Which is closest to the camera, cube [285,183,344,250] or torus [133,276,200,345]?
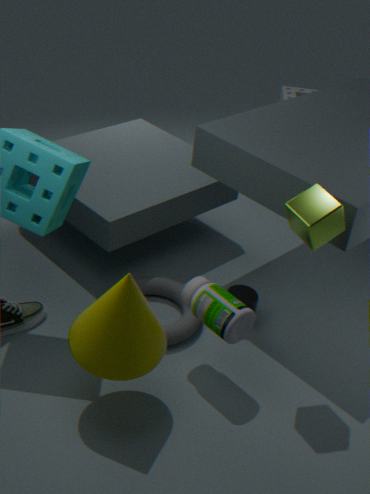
cube [285,183,344,250]
